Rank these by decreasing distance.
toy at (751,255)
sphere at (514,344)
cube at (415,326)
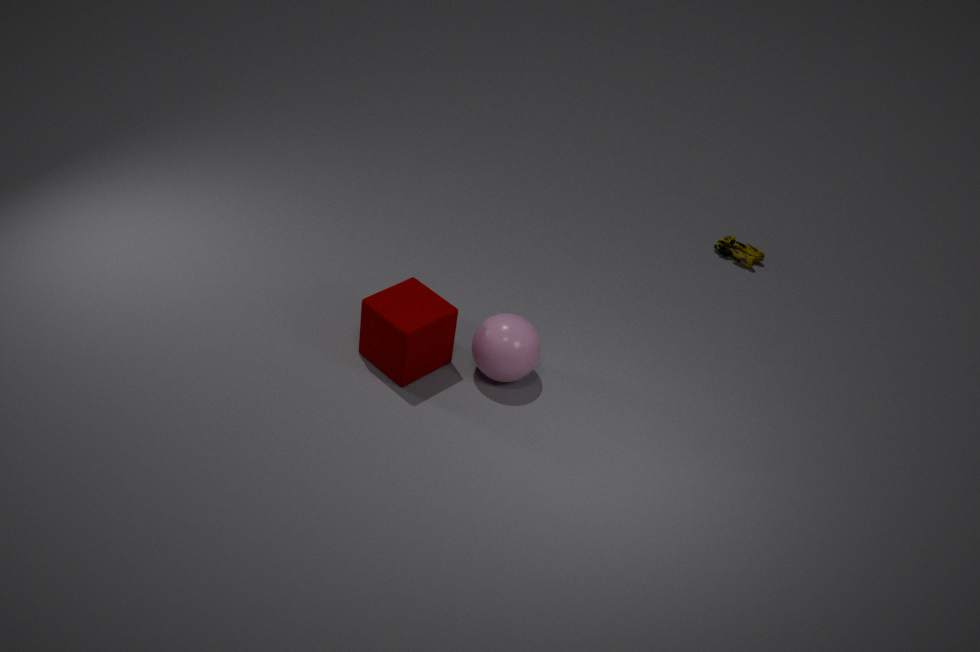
toy at (751,255), sphere at (514,344), cube at (415,326)
